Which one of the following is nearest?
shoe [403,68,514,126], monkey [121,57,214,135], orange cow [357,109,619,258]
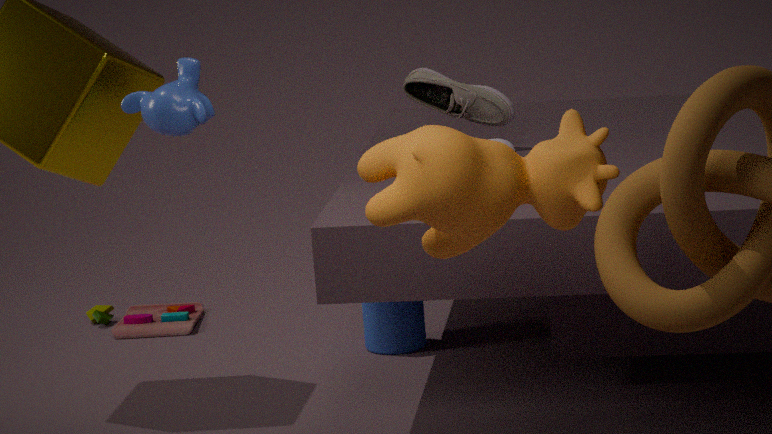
orange cow [357,109,619,258]
